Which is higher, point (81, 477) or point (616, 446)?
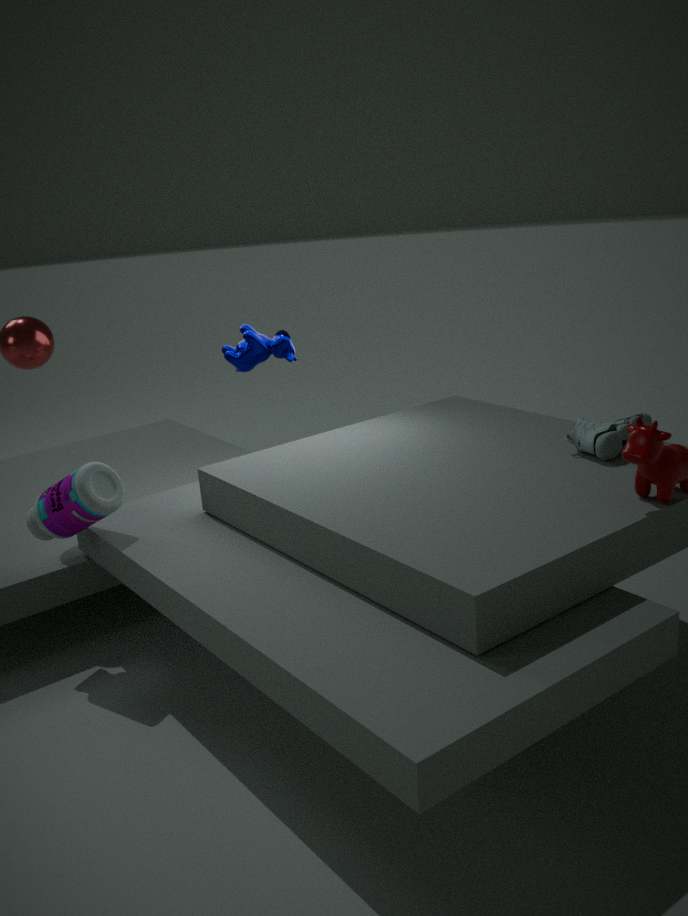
point (616, 446)
